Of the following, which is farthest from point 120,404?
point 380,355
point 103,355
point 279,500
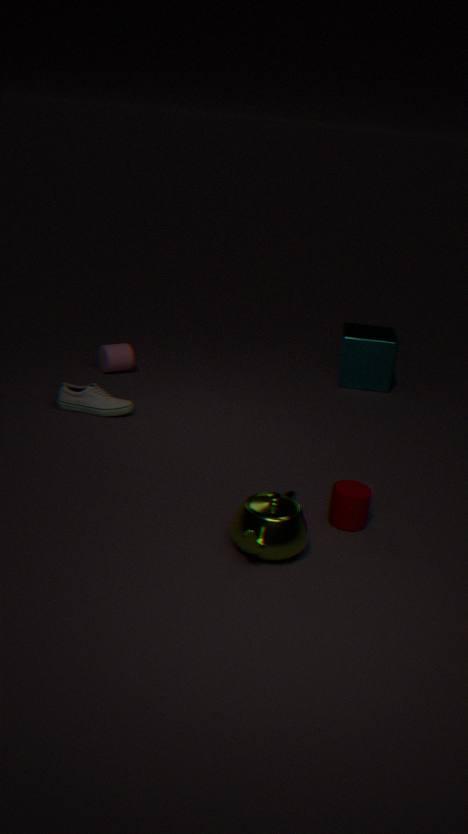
point 380,355
